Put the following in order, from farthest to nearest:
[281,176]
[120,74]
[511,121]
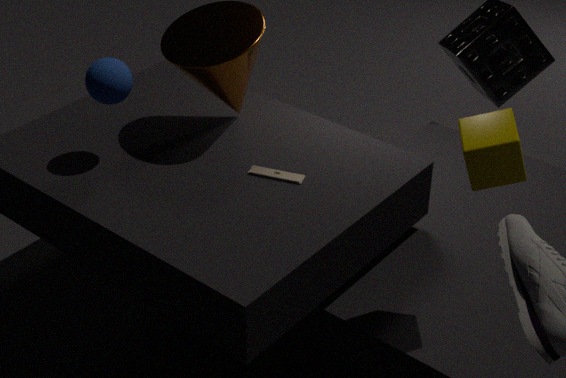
[281,176], [120,74], [511,121]
